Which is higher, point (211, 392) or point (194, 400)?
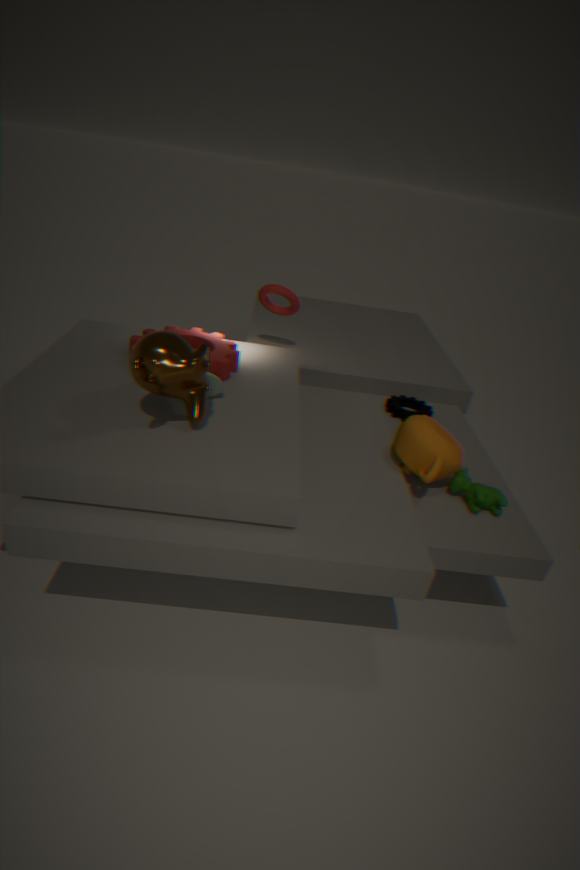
point (194, 400)
